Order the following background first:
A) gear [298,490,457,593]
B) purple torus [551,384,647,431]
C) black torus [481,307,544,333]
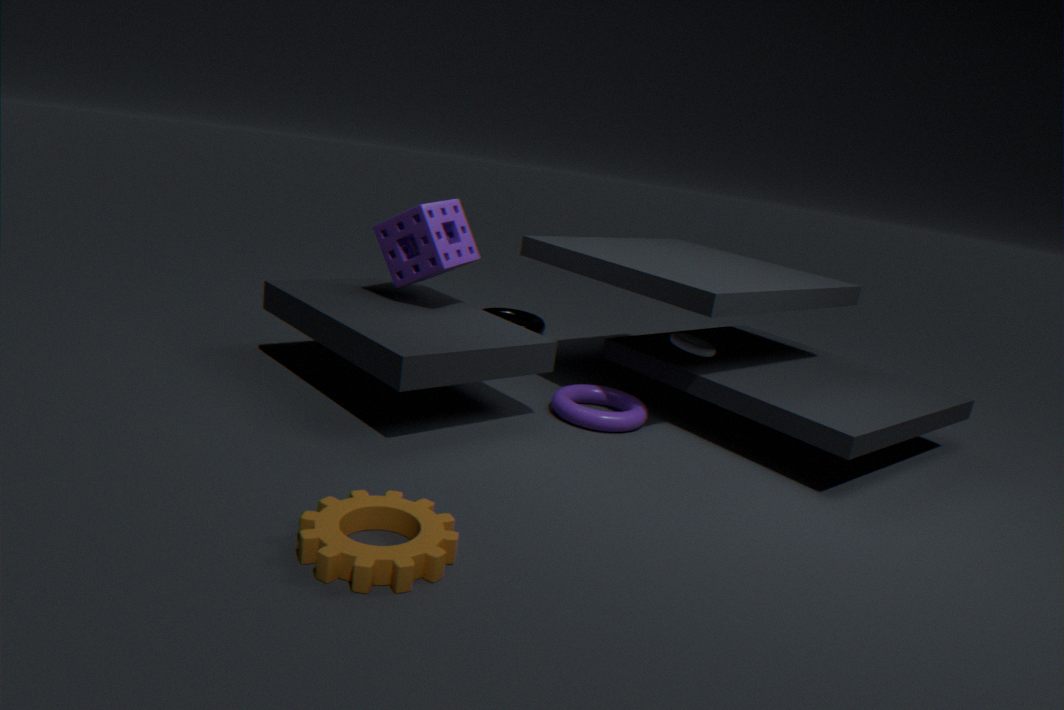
1. black torus [481,307,544,333]
2. purple torus [551,384,647,431]
3. gear [298,490,457,593]
